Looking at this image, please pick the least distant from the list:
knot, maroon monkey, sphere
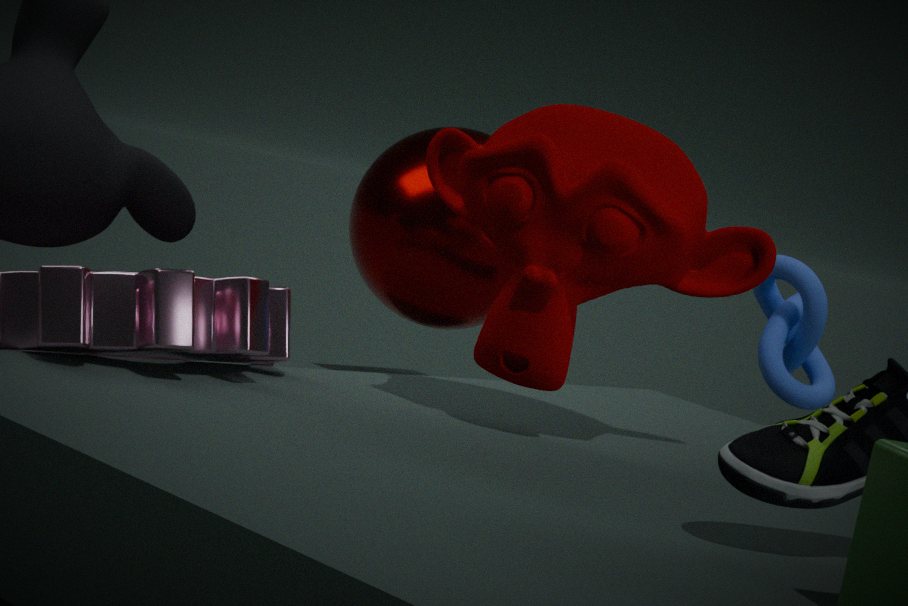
maroon monkey
